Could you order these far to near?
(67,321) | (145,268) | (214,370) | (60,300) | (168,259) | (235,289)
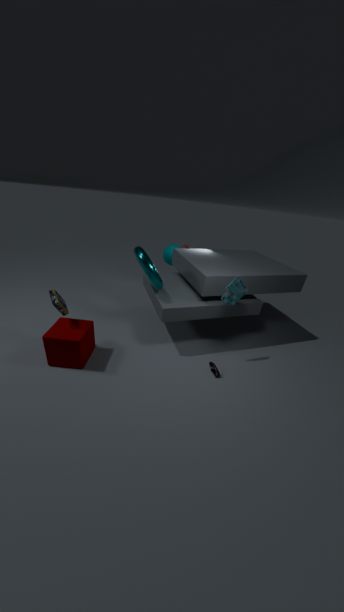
(168,259) → (214,370) → (67,321) → (235,289) → (145,268) → (60,300)
